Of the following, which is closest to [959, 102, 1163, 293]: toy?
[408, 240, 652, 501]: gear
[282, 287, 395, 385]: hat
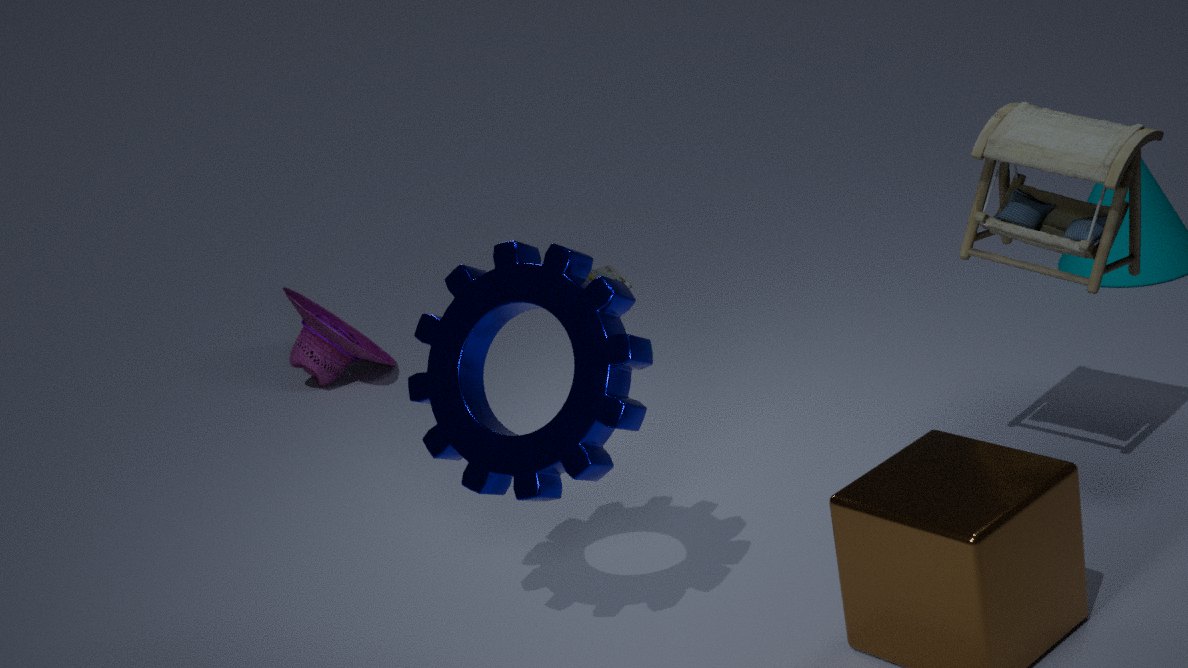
[408, 240, 652, 501]: gear
